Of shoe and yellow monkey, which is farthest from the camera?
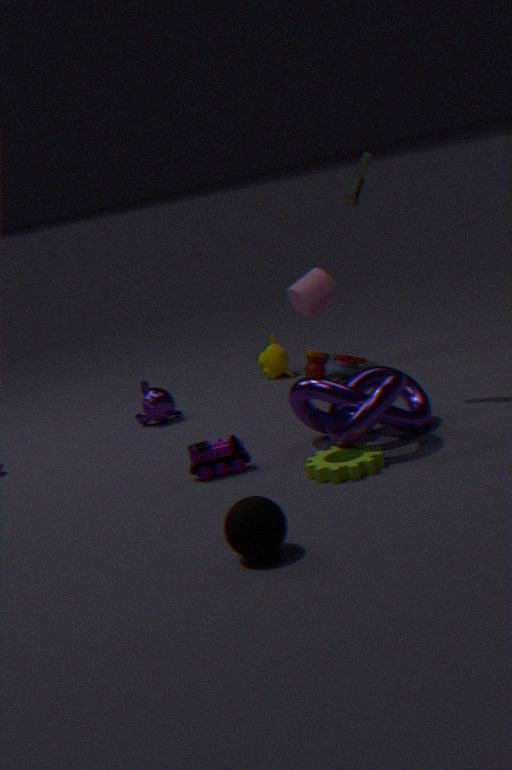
yellow monkey
